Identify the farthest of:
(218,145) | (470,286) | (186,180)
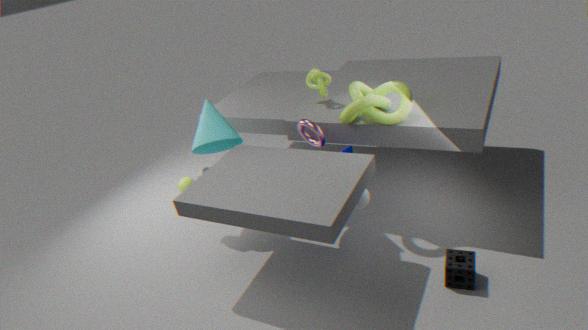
(186,180)
